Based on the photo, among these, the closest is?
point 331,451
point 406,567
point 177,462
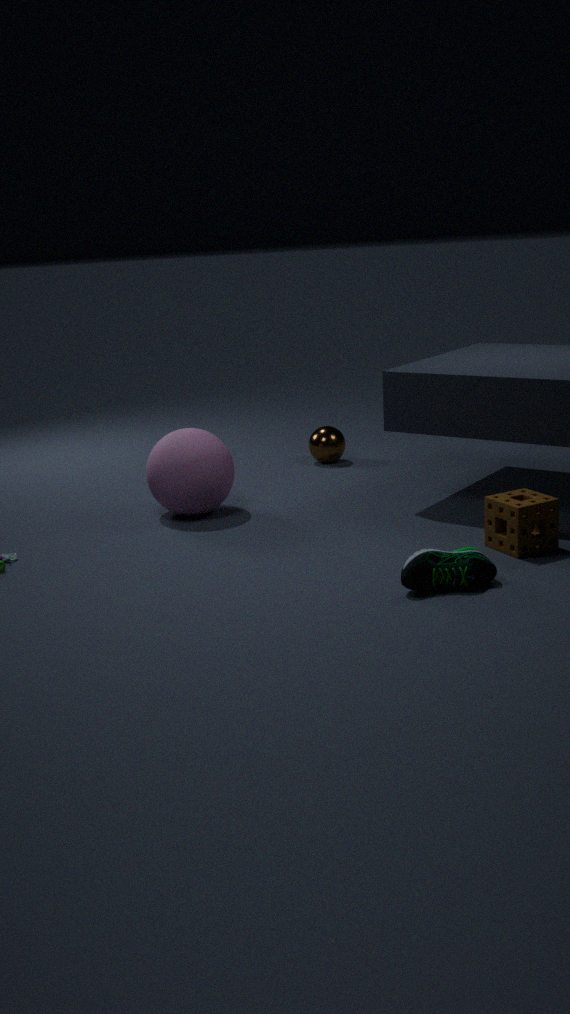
point 406,567
